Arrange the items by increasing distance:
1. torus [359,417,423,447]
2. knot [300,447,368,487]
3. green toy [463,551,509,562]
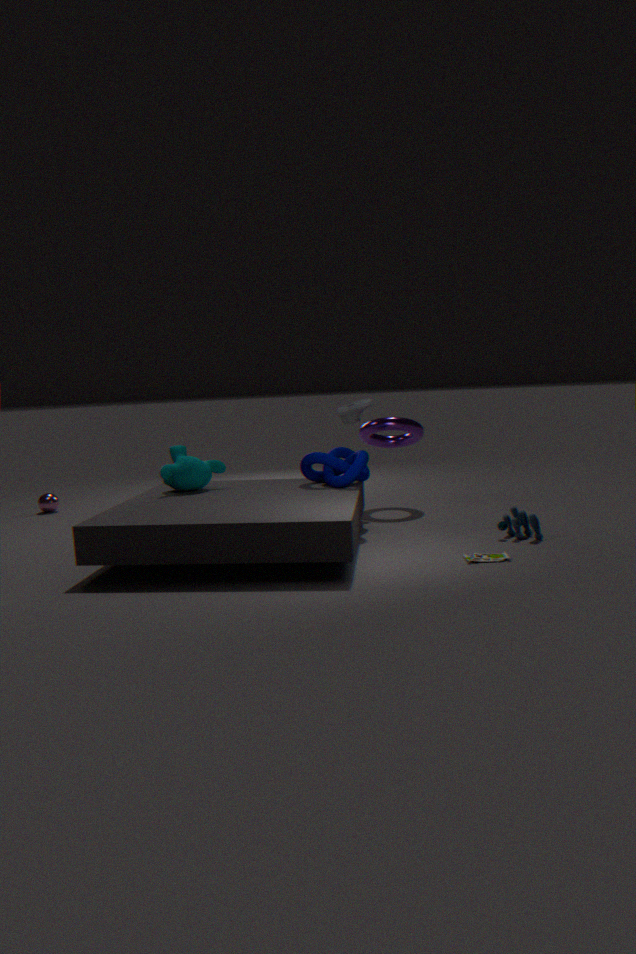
green toy [463,551,509,562] < knot [300,447,368,487] < torus [359,417,423,447]
